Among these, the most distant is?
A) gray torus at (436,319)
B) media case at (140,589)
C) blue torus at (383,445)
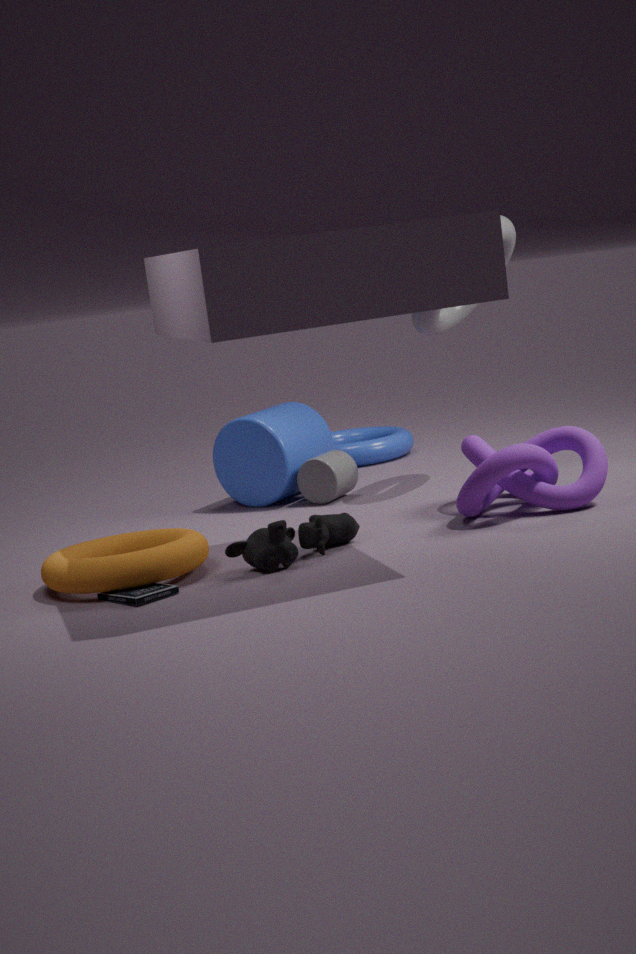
blue torus at (383,445)
